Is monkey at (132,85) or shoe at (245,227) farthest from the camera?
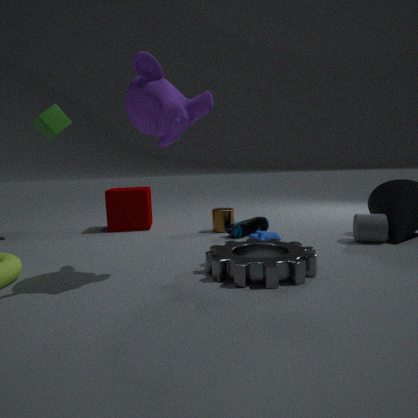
shoe at (245,227)
